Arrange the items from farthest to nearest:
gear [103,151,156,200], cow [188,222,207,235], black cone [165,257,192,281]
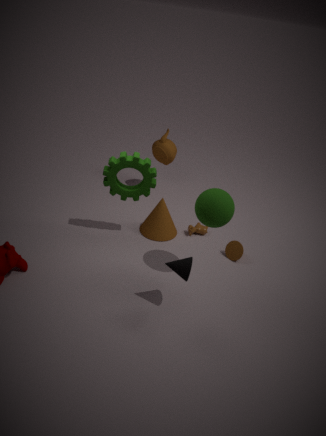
1. cow [188,222,207,235]
2. gear [103,151,156,200]
3. black cone [165,257,192,281]
